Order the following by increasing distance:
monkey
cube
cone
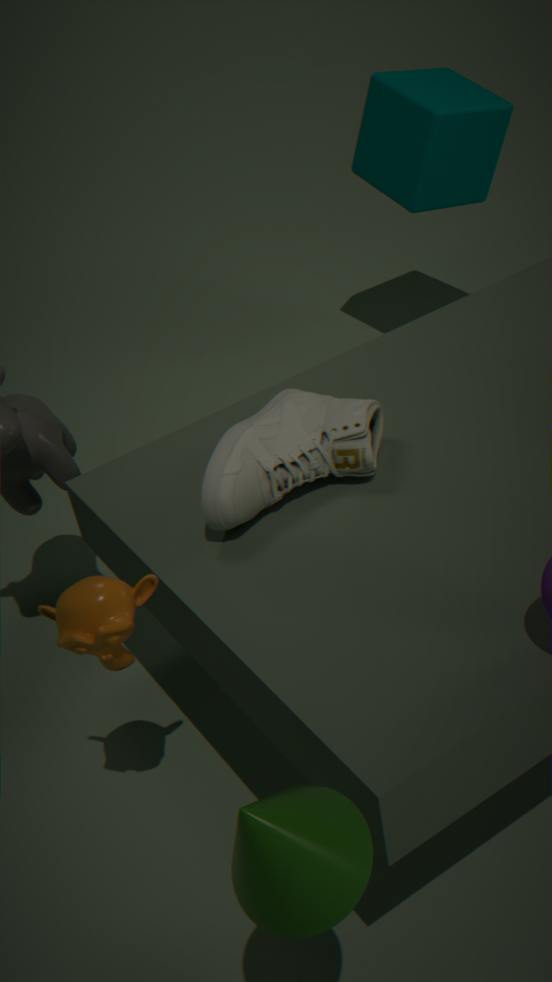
cone, monkey, cube
